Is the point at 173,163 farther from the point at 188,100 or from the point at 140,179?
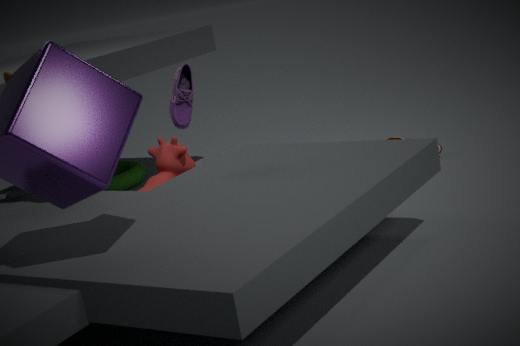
the point at 140,179
